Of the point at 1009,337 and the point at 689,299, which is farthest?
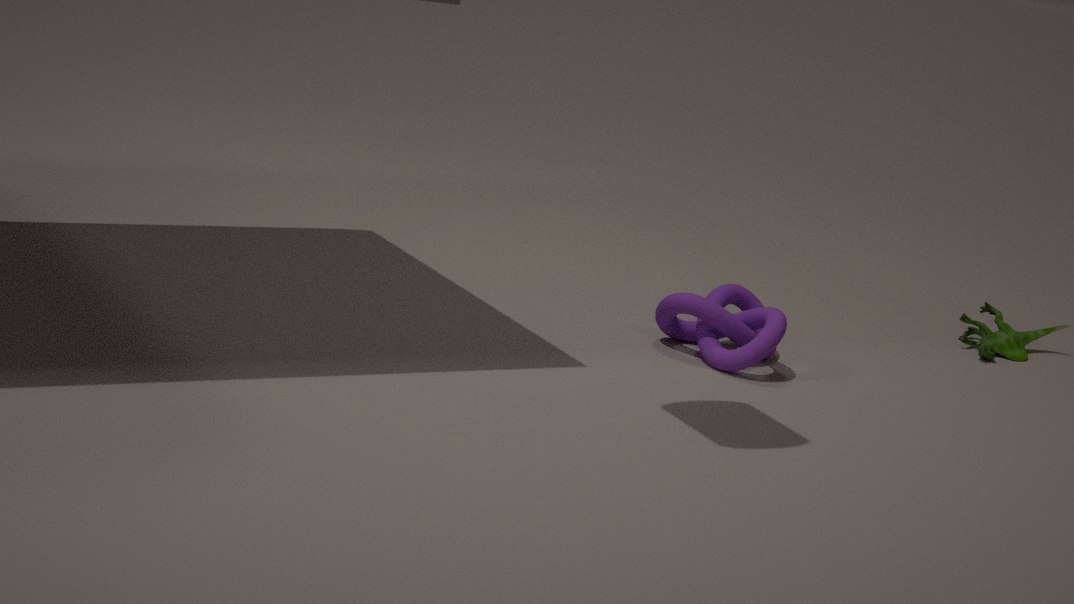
the point at 1009,337
